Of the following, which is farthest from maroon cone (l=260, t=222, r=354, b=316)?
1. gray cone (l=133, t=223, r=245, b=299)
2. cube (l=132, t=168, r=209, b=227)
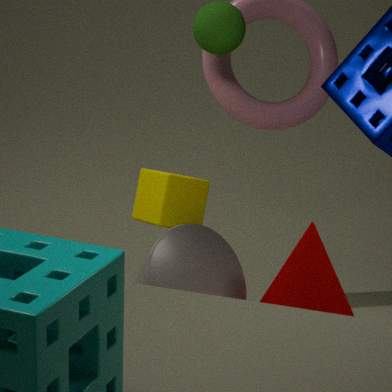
cube (l=132, t=168, r=209, b=227)
